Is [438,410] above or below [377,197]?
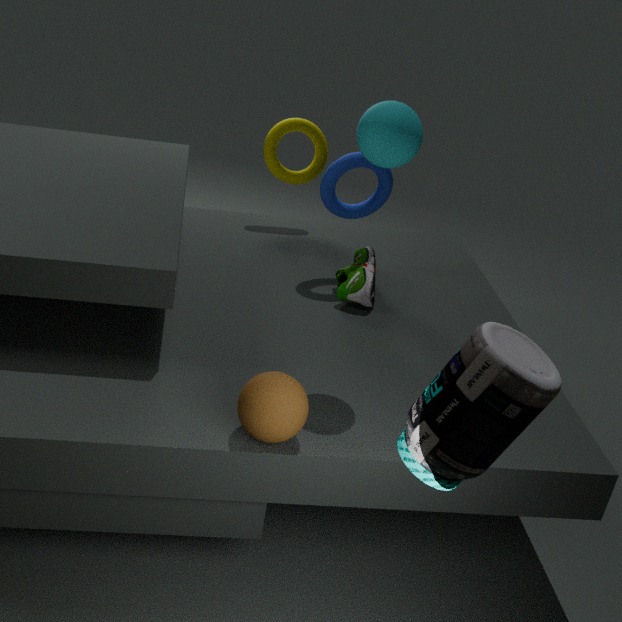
above
